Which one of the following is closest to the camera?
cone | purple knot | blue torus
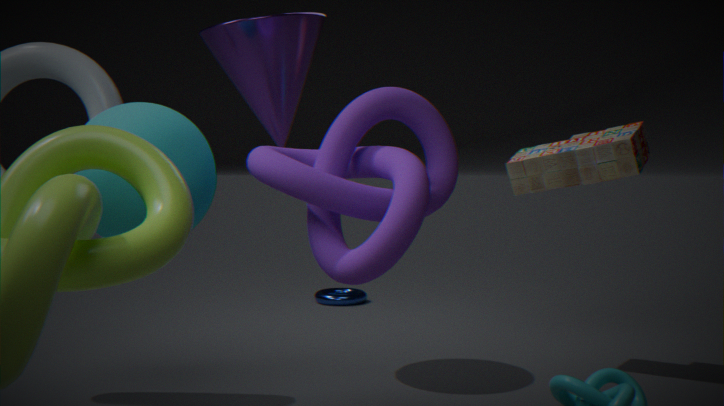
purple knot
